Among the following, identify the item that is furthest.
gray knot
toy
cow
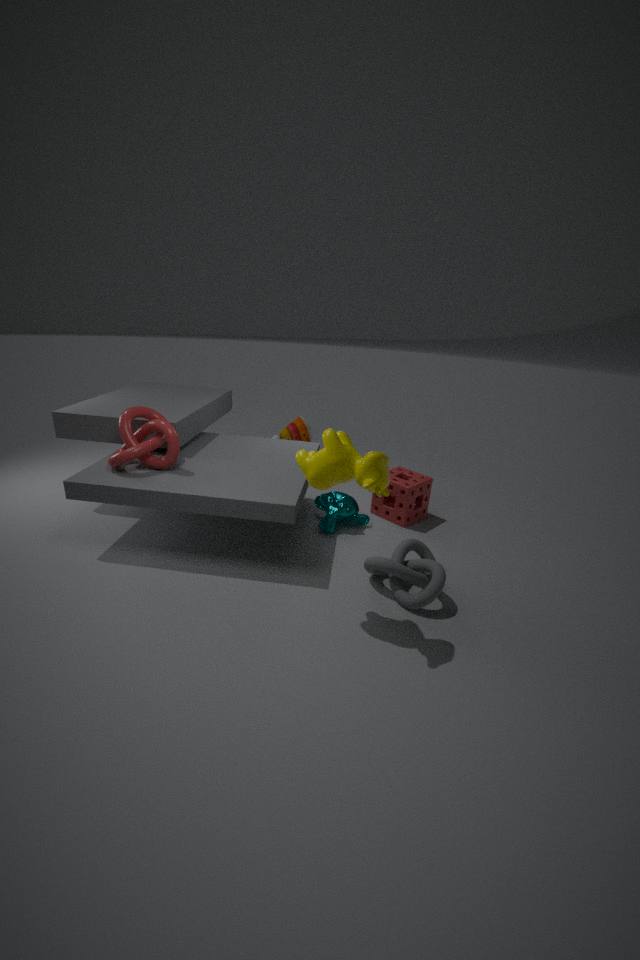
toy
